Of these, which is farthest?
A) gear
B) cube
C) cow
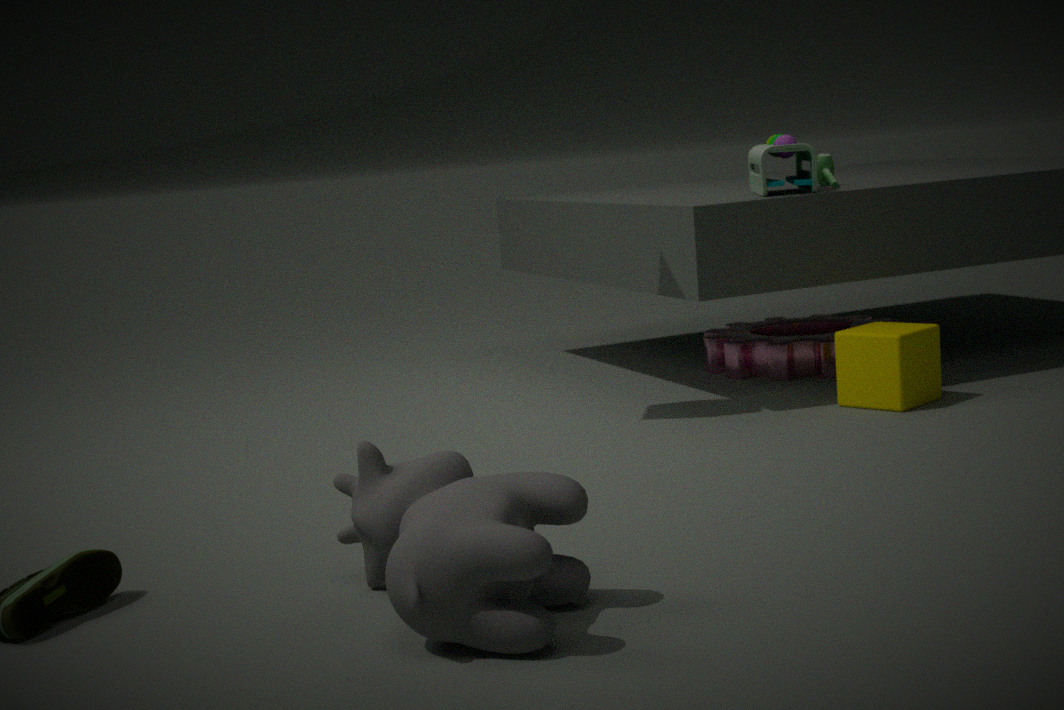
A. gear
